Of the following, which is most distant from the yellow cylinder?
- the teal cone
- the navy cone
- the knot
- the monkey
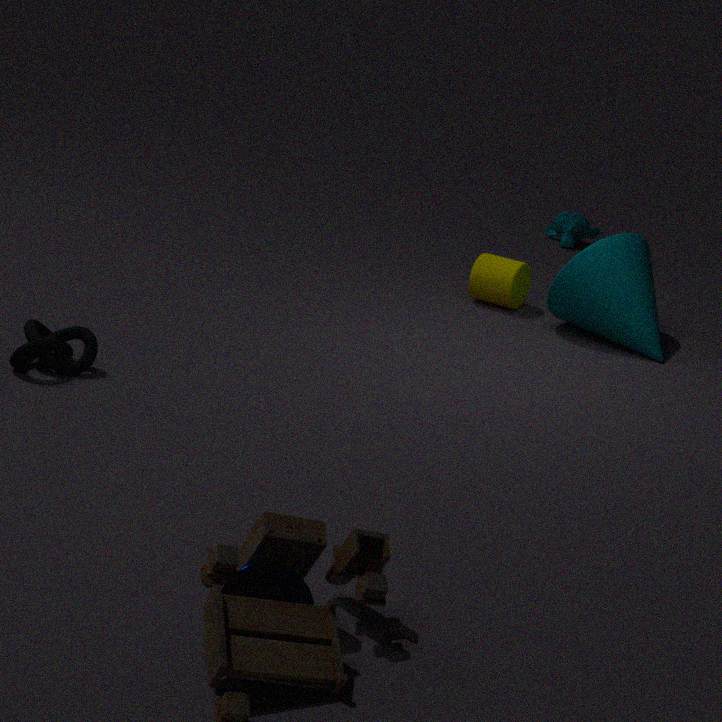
the navy cone
